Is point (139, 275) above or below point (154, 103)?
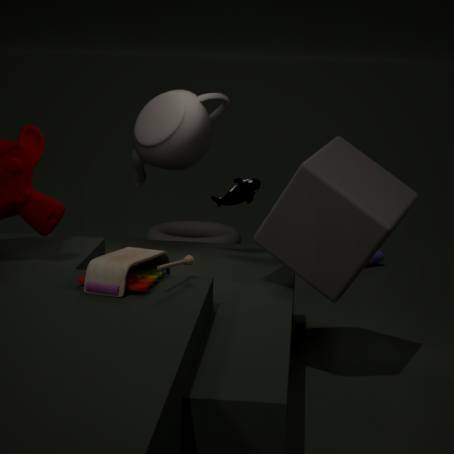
below
